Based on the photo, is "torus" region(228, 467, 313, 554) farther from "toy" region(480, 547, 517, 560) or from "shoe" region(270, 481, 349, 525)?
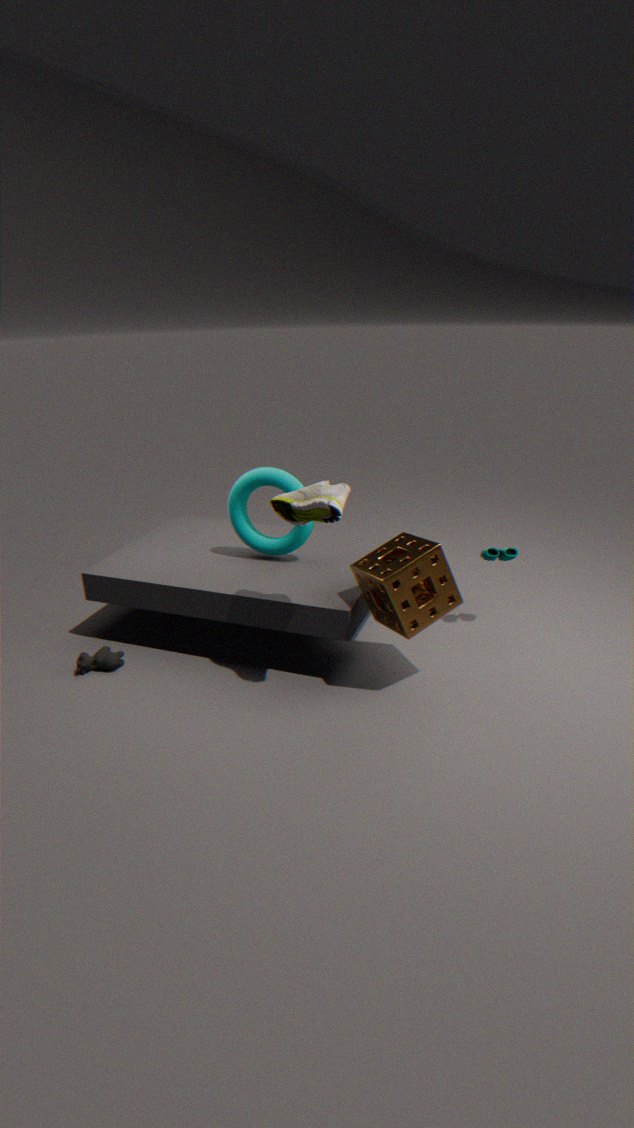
"toy" region(480, 547, 517, 560)
